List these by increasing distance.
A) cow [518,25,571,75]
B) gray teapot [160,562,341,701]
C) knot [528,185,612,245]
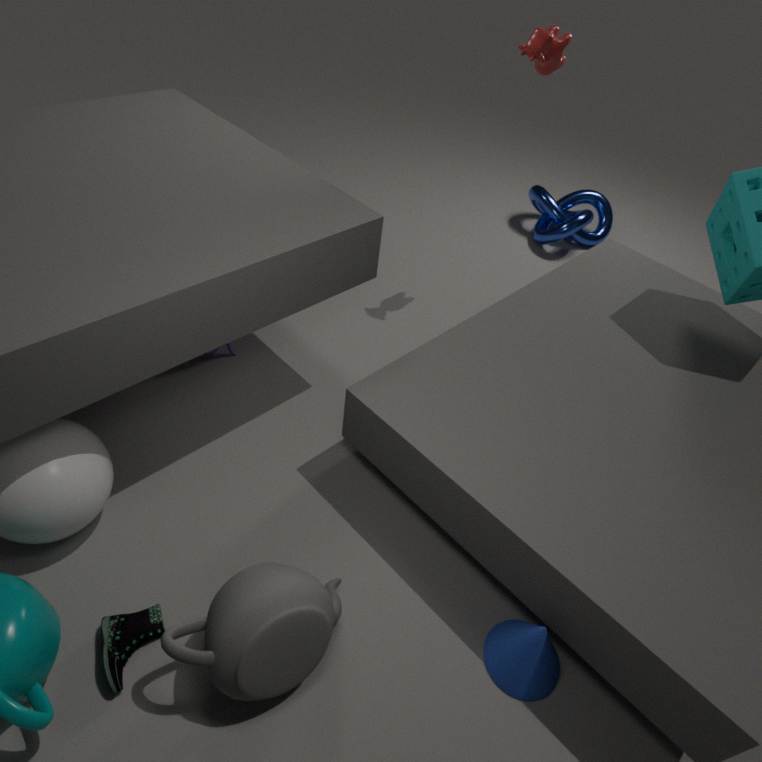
gray teapot [160,562,341,701] < cow [518,25,571,75] < knot [528,185,612,245]
